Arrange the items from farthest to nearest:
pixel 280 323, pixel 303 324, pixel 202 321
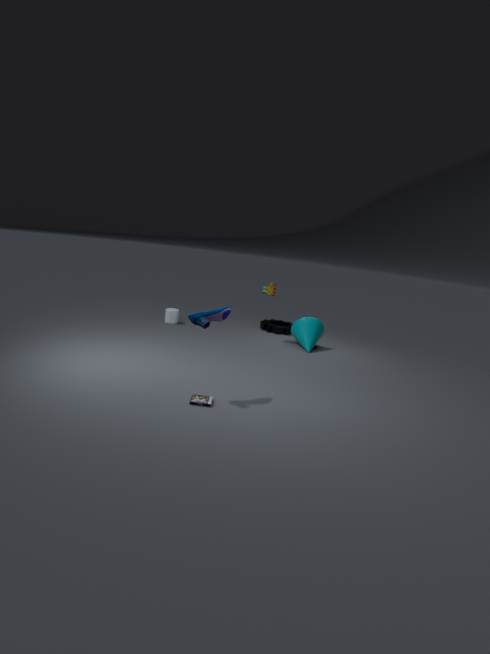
pixel 280 323, pixel 303 324, pixel 202 321
